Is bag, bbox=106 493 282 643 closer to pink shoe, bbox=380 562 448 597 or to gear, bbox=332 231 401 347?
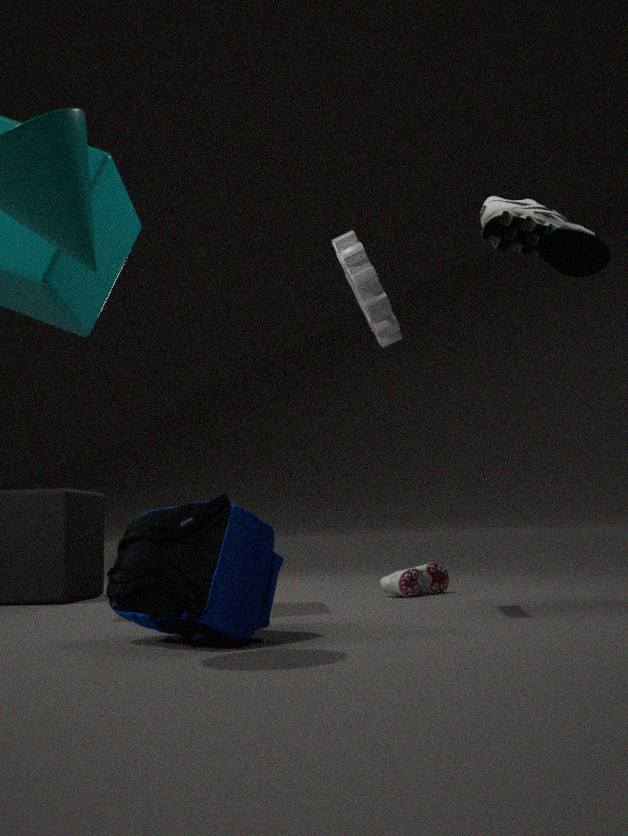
gear, bbox=332 231 401 347
